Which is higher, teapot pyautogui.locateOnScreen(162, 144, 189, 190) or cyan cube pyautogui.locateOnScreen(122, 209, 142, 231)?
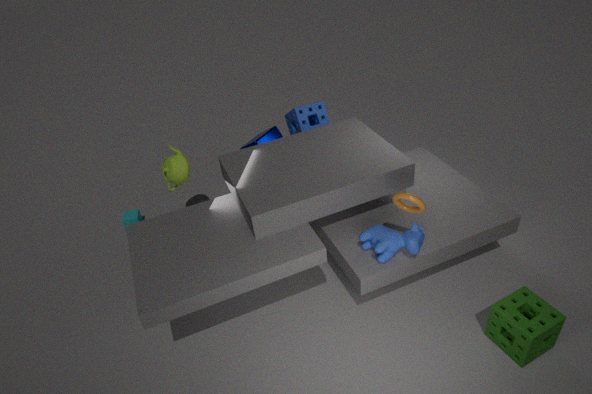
teapot pyautogui.locateOnScreen(162, 144, 189, 190)
